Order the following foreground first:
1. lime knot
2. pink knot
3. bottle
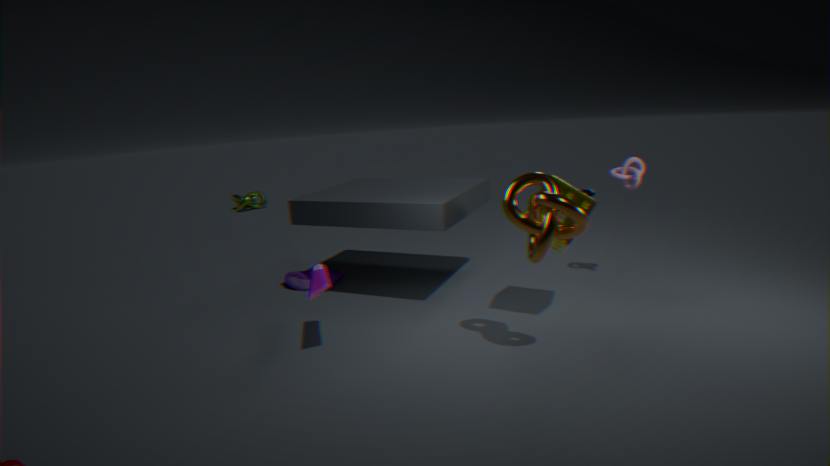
bottle < pink knot < lime knot
